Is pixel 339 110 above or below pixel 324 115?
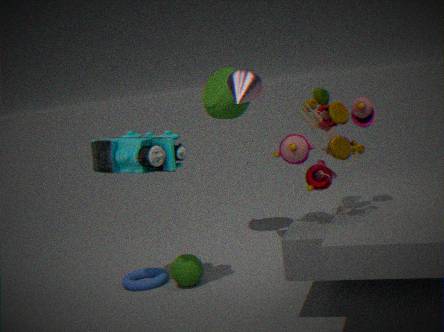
above
